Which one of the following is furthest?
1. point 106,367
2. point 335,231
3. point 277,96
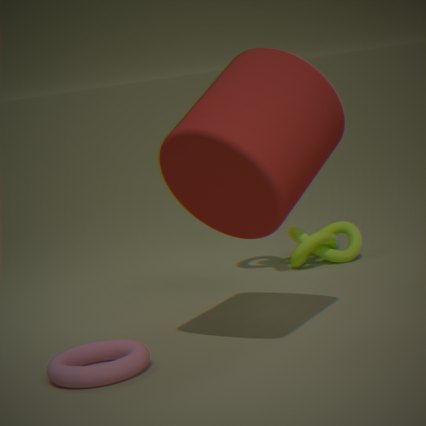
point 335,231
